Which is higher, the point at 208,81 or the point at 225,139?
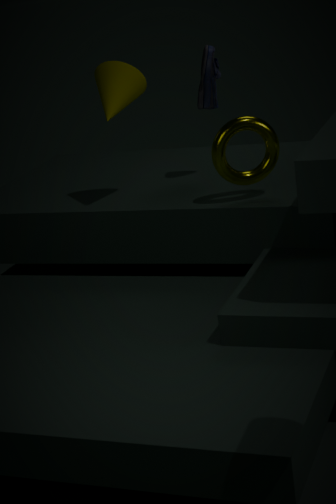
the point at 208,81
